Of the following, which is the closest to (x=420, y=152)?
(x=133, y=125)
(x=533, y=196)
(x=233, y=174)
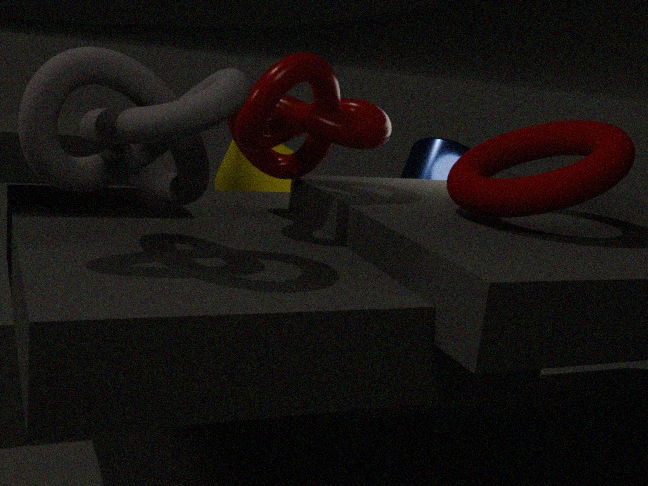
(x=233, y=174)
